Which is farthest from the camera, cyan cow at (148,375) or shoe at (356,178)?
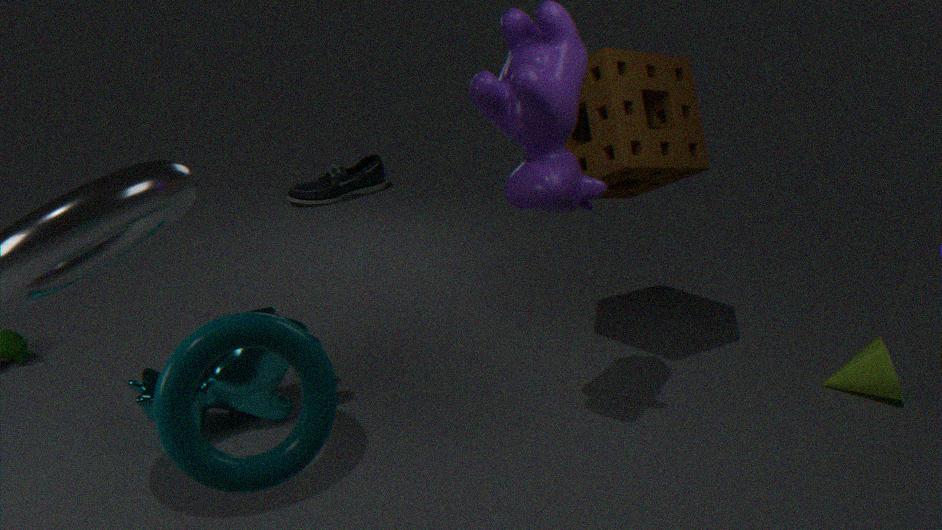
shoe at (356,178)
